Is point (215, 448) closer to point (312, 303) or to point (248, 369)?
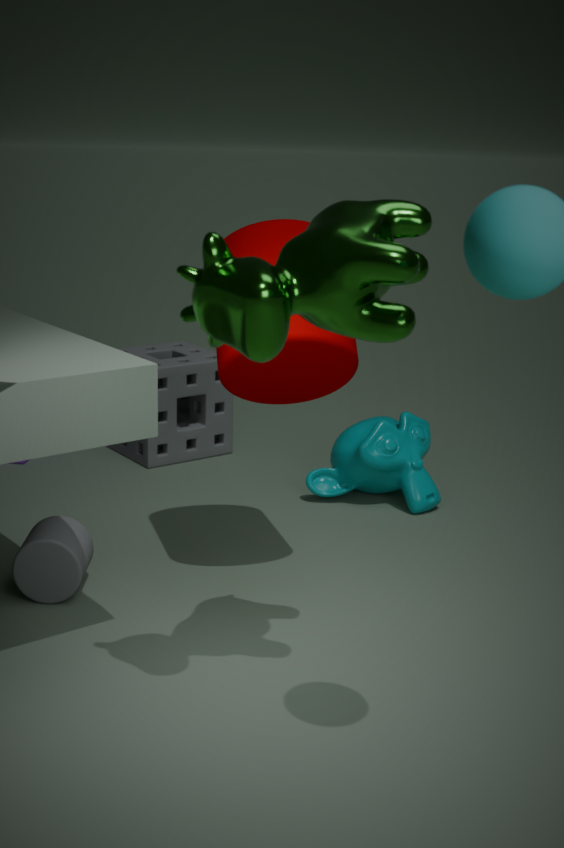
point (248, 369)
